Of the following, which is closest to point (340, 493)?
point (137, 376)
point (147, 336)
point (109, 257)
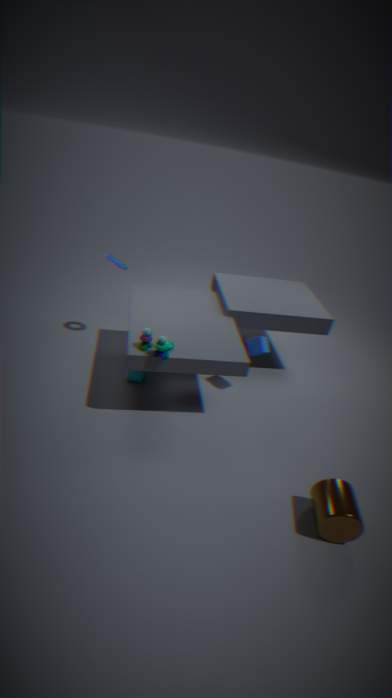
point (147, 336)
